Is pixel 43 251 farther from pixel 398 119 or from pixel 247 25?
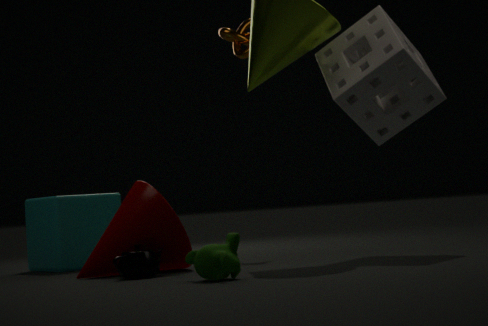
pixel 398 119
